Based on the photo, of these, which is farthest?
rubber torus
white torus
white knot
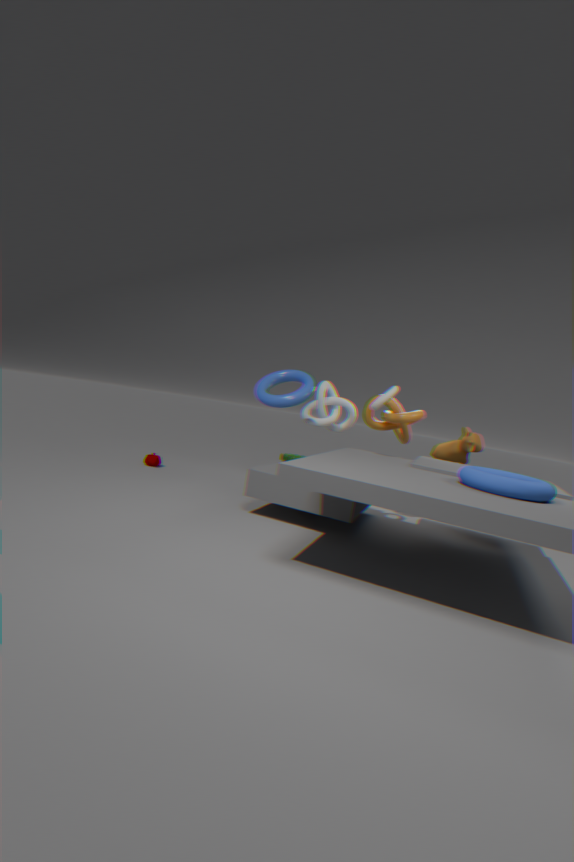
white knot
